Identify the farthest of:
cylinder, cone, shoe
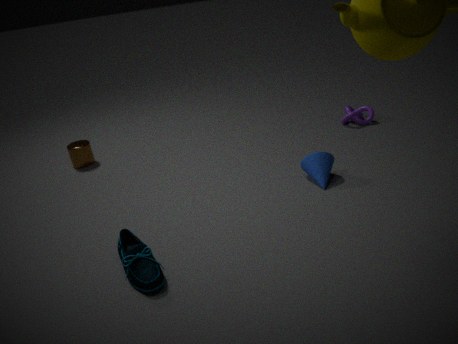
cylinder
